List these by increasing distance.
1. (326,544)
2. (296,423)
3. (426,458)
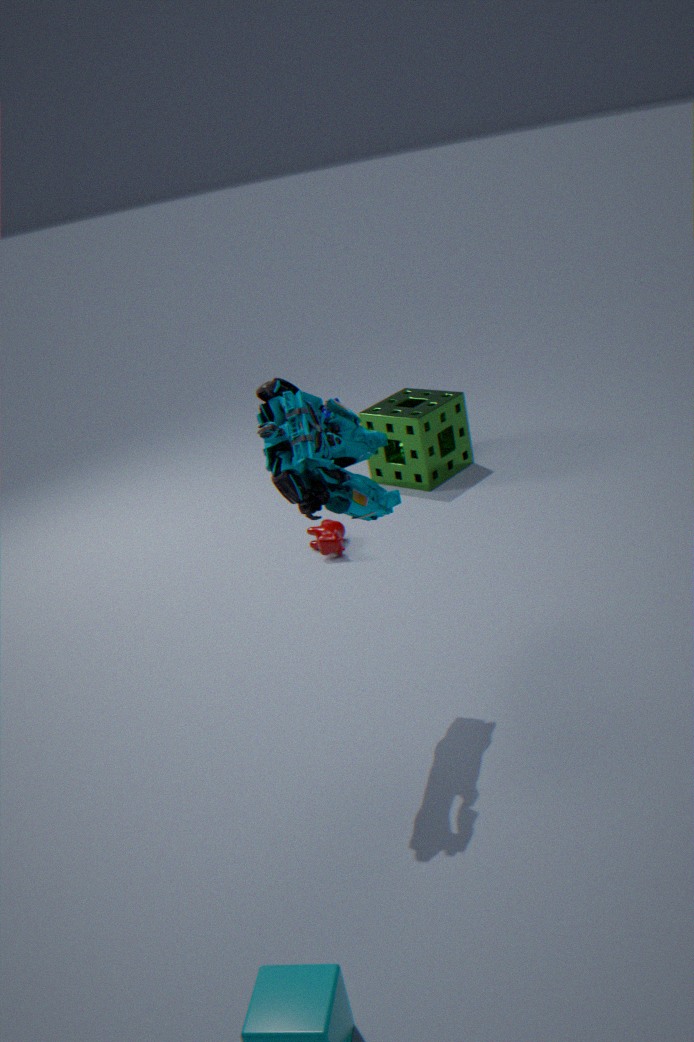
1. (296,423)
2. (326,544)
3. (426,458)
